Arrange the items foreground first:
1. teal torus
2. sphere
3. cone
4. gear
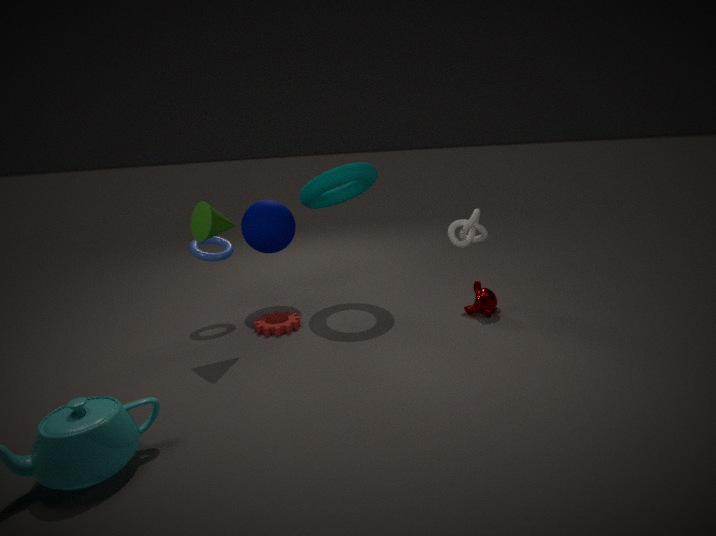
1. cone
2. gear
3. teal torus
4. sphere
